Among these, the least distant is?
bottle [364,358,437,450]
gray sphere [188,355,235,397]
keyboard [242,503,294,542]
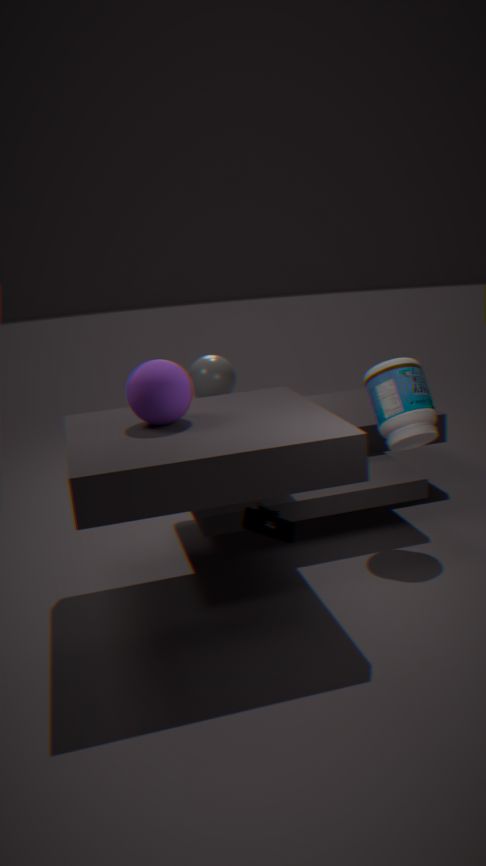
keyboard [242,503,294,542]
